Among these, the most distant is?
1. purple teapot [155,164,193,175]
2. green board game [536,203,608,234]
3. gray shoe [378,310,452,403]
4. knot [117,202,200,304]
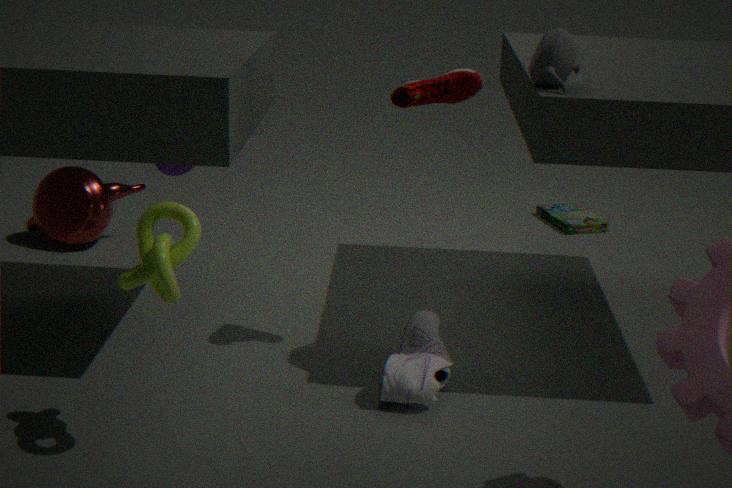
green board game [536,203,608,234]
